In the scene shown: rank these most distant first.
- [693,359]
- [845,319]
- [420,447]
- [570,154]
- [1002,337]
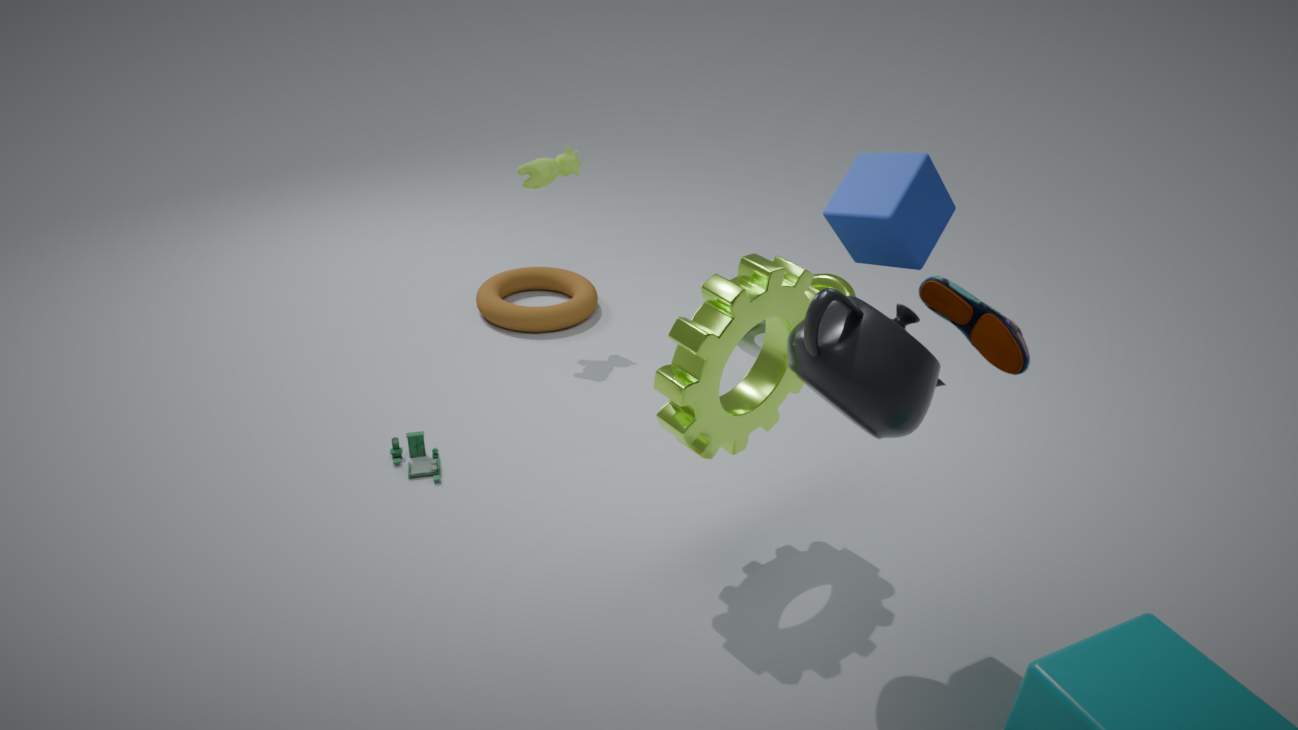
Result: [570,154] < [420,447] < [693,359] < [845,319] < [1002,337]
